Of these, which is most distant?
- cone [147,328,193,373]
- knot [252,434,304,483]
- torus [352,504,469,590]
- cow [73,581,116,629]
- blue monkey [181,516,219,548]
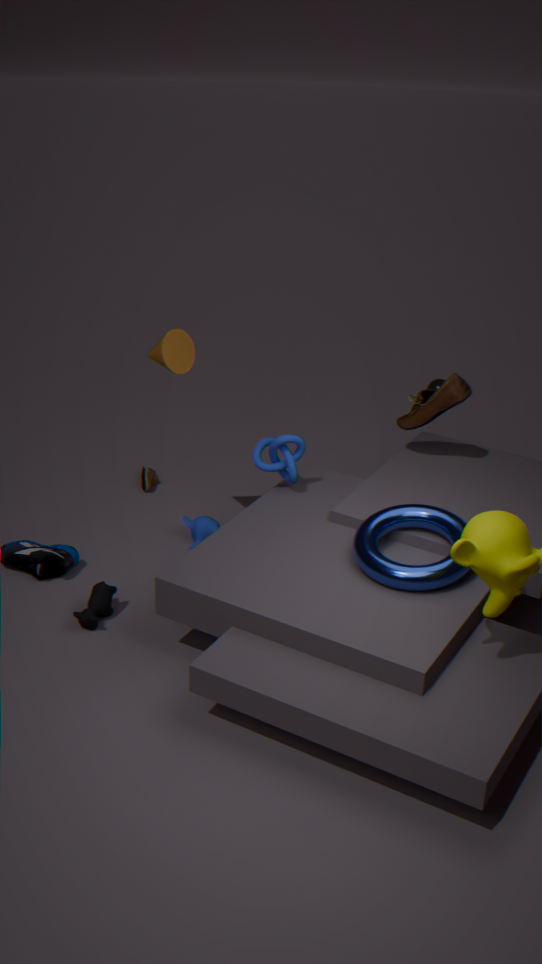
blue monkey [181,516,219,548]
